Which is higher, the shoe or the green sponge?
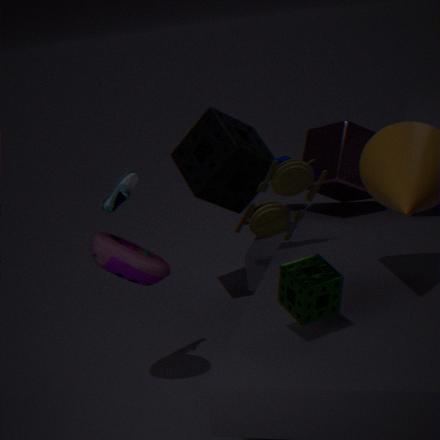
the shoe
